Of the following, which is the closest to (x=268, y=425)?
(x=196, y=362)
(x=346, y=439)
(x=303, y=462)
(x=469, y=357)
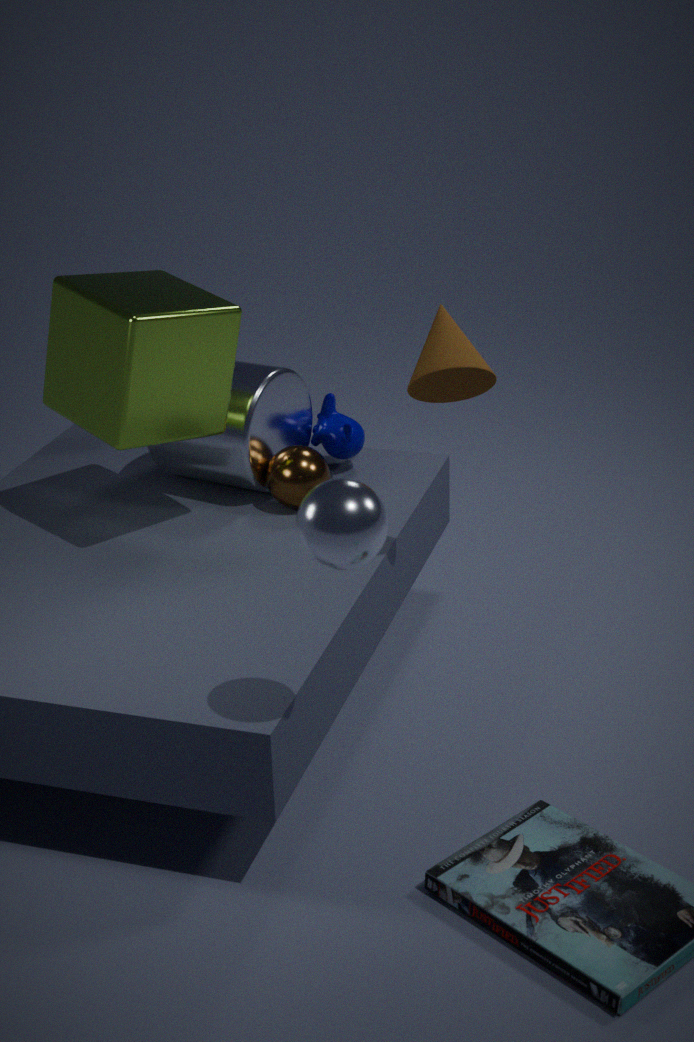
(x=303, y=462)
